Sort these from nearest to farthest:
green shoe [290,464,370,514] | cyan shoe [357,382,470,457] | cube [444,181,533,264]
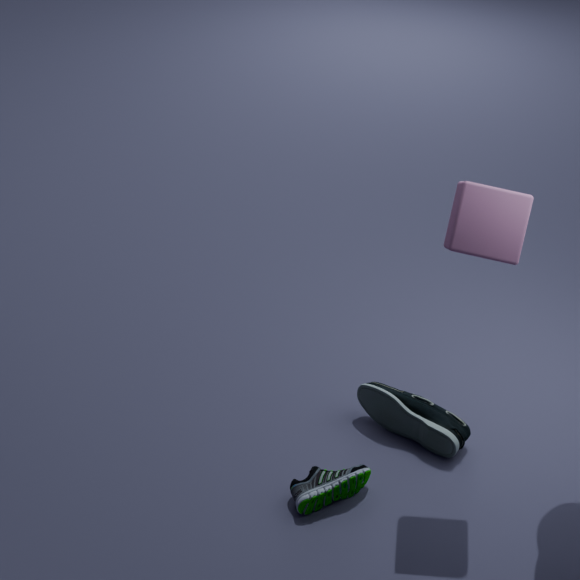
cube [444,181,533,264], green shoe [290,464,370,514], cyan shoe [357,382,470,457]
